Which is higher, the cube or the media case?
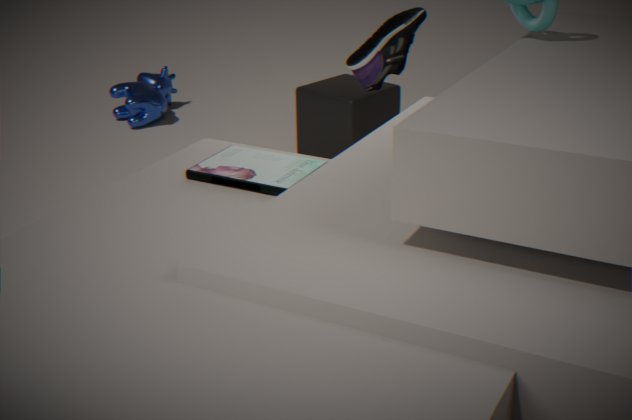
the media case
